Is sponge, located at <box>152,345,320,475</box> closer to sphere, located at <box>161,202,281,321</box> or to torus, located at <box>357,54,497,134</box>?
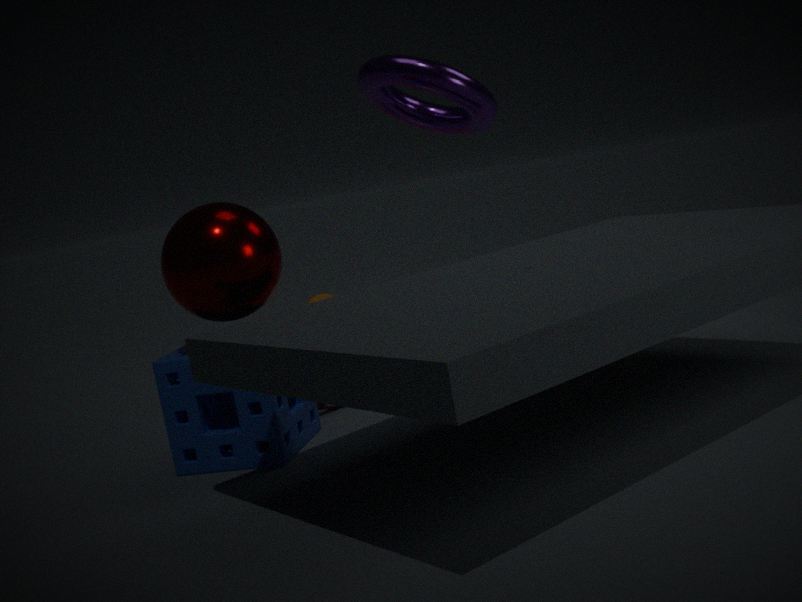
sphere, located at <box>161,202,281,321</box>
